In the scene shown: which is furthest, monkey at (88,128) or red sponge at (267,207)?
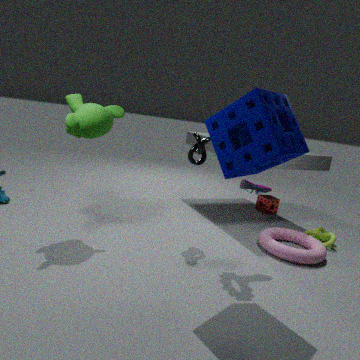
red sponge at (267,207)
